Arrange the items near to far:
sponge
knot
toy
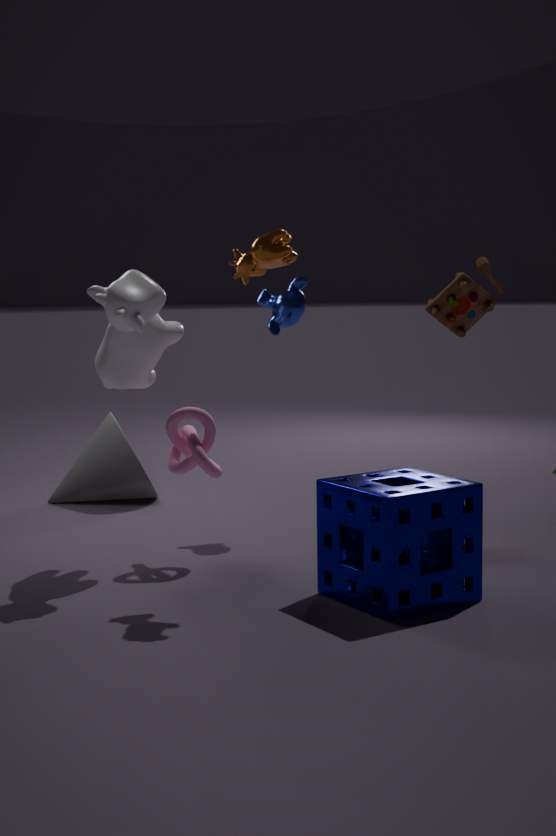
1. sponge
2. knot
3. toy
